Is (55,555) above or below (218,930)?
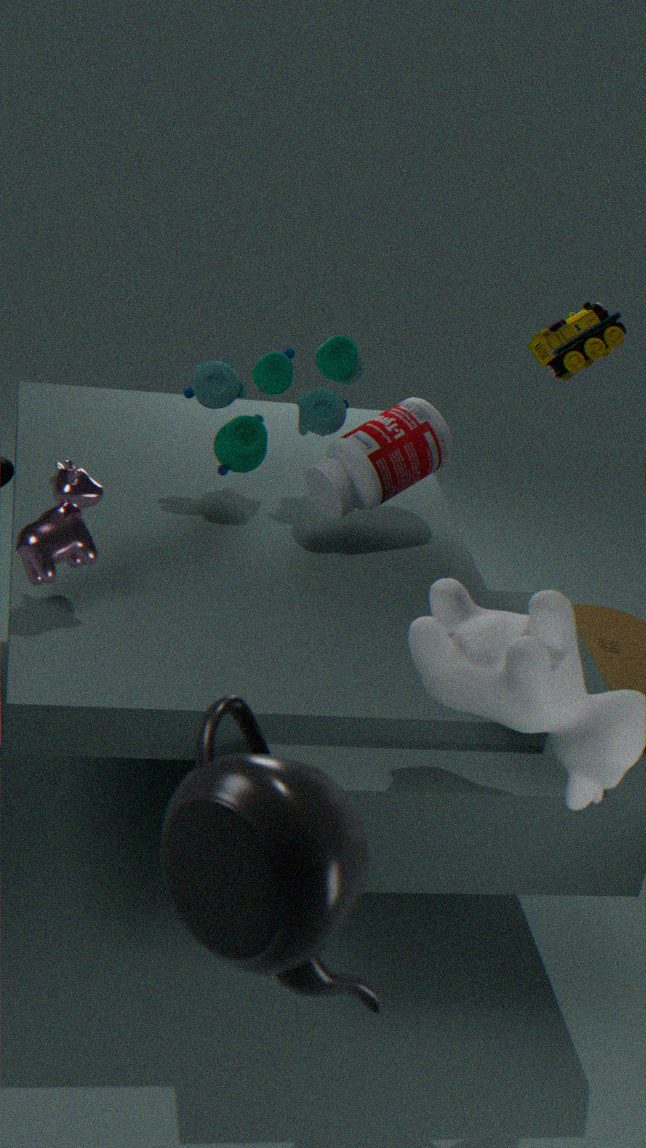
below
